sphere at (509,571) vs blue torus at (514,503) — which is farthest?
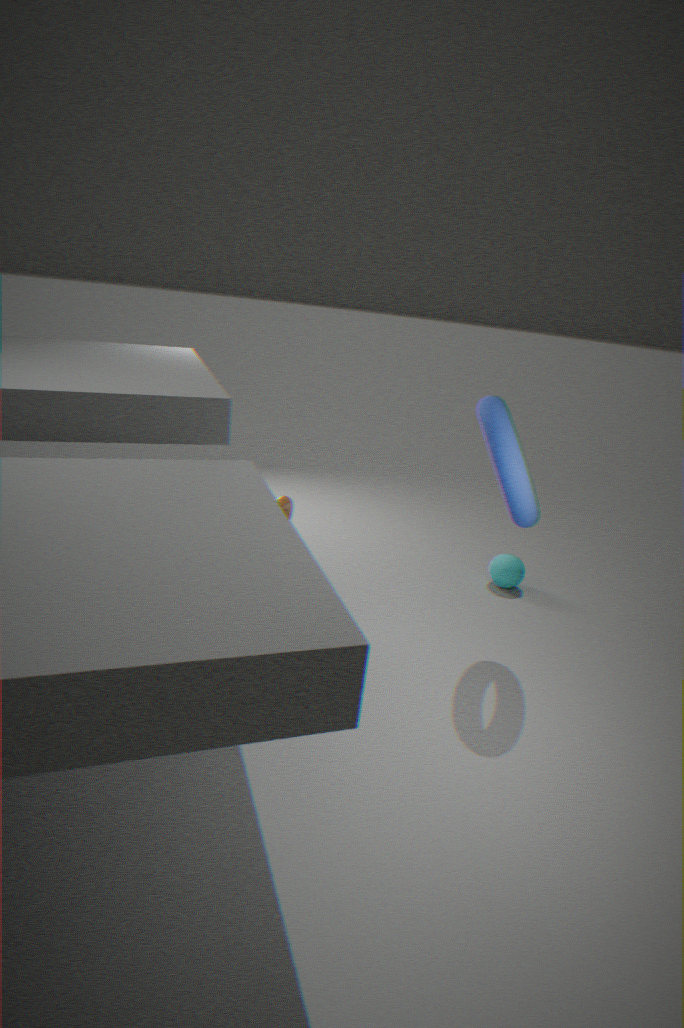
sphere at (509,571)
